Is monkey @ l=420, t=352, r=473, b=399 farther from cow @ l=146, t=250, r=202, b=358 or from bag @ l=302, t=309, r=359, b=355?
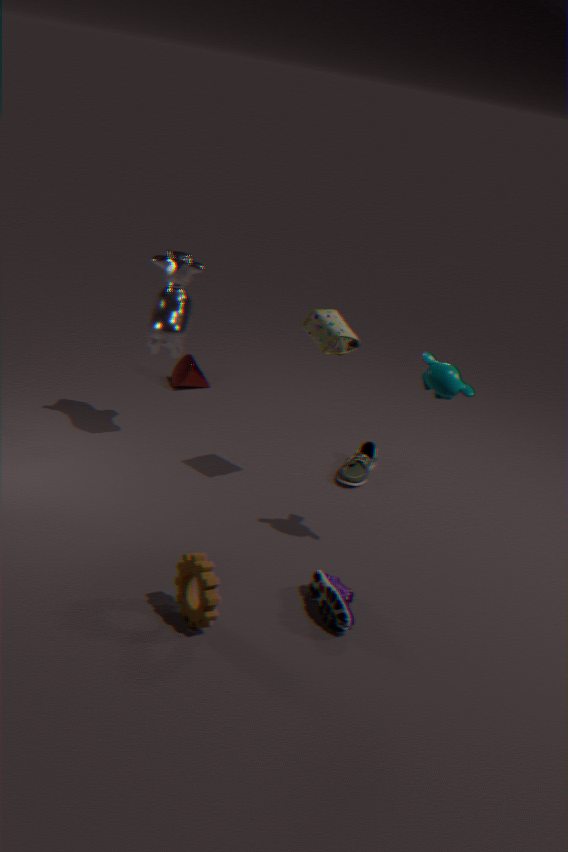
cow @ l=146, t=250, r=202, b=358
